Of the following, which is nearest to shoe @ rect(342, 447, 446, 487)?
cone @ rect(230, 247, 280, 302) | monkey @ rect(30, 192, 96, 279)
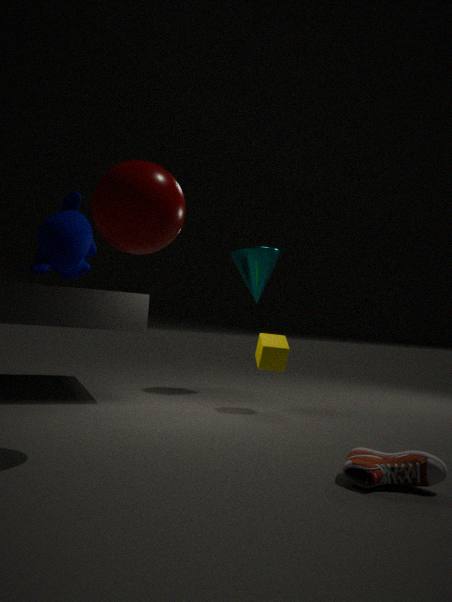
monkey @ rect(30, 192, 96, 279)
